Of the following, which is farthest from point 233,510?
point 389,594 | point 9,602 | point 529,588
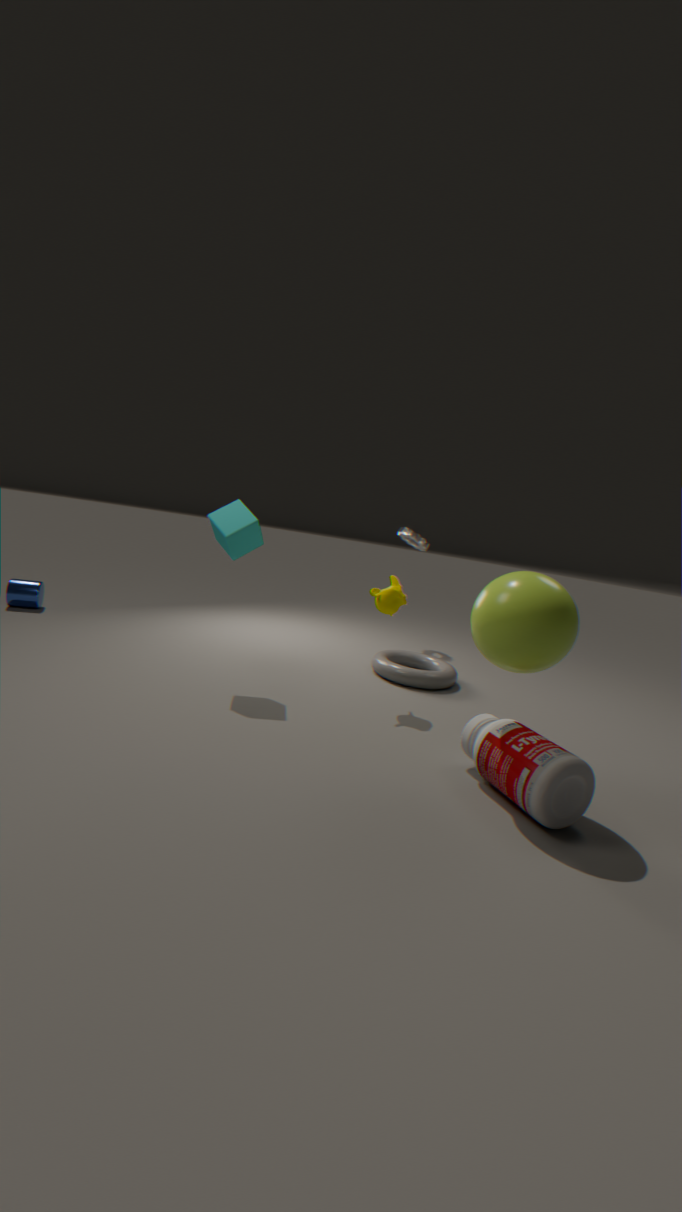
point 9,602
